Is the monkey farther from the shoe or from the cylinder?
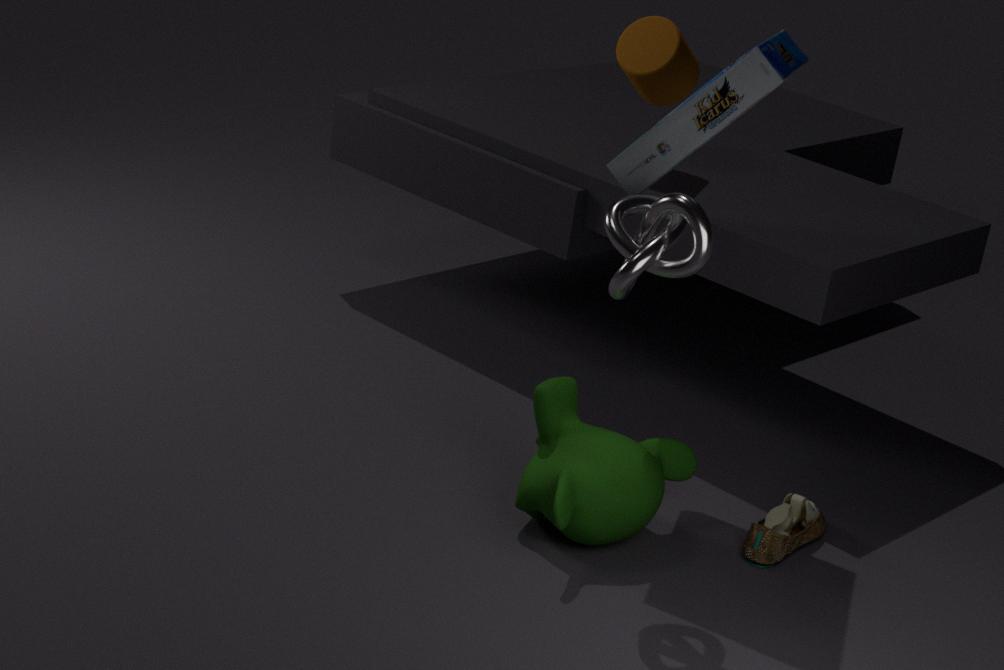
the cylinder
